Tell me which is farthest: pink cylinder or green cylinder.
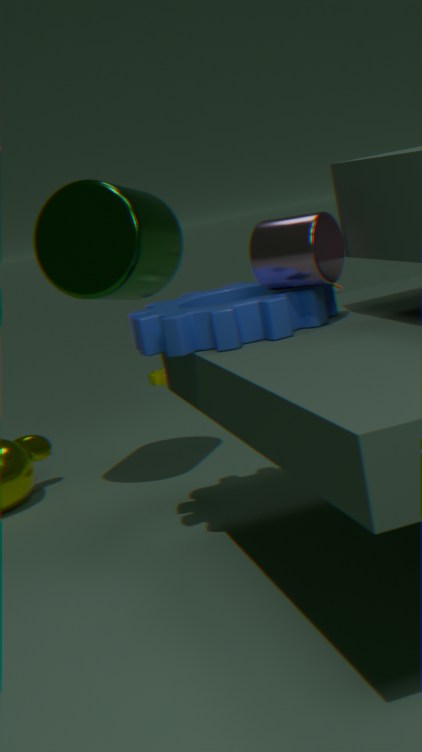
green cylinder
